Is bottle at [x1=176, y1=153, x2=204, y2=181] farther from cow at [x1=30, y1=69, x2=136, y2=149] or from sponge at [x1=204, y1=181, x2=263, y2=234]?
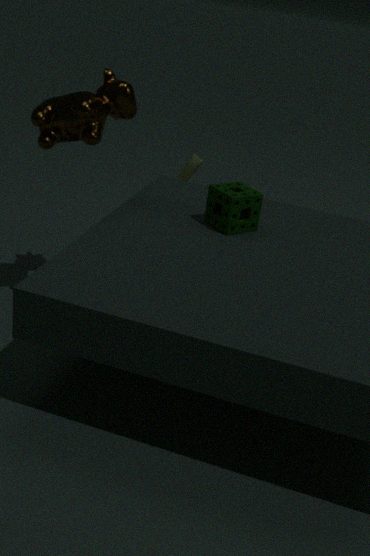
cow at [x1=30, y1=69, x2=136, y2=149]
